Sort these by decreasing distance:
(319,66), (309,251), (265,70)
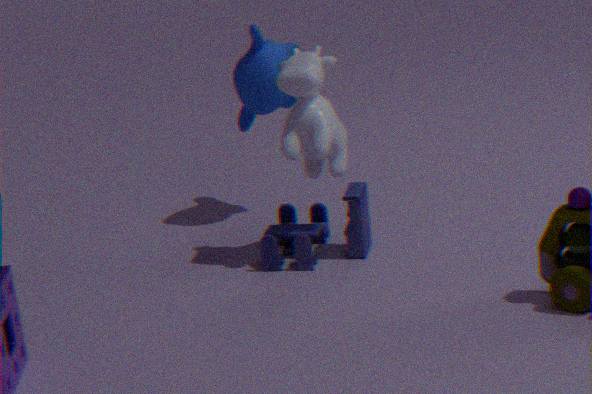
(265,70), (309,251), (319,66)
